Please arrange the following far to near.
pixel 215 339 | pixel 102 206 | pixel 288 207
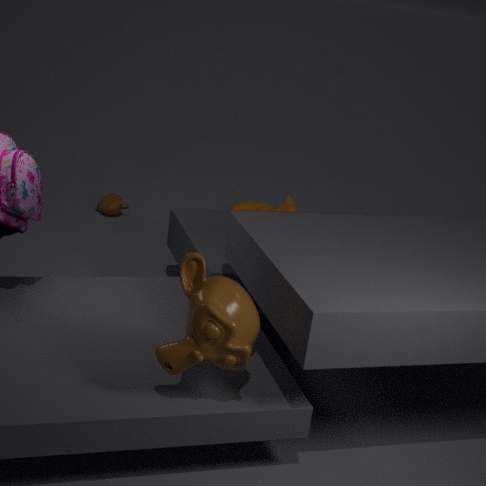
pixel 288 207 → pixel 102 206 → pixel 215 339
